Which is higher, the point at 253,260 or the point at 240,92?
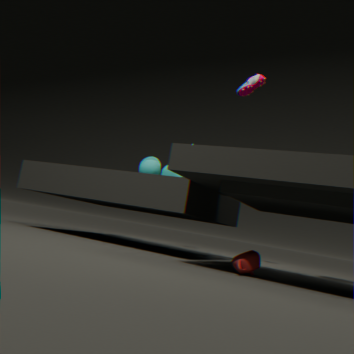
Answer: the point at 240,92
